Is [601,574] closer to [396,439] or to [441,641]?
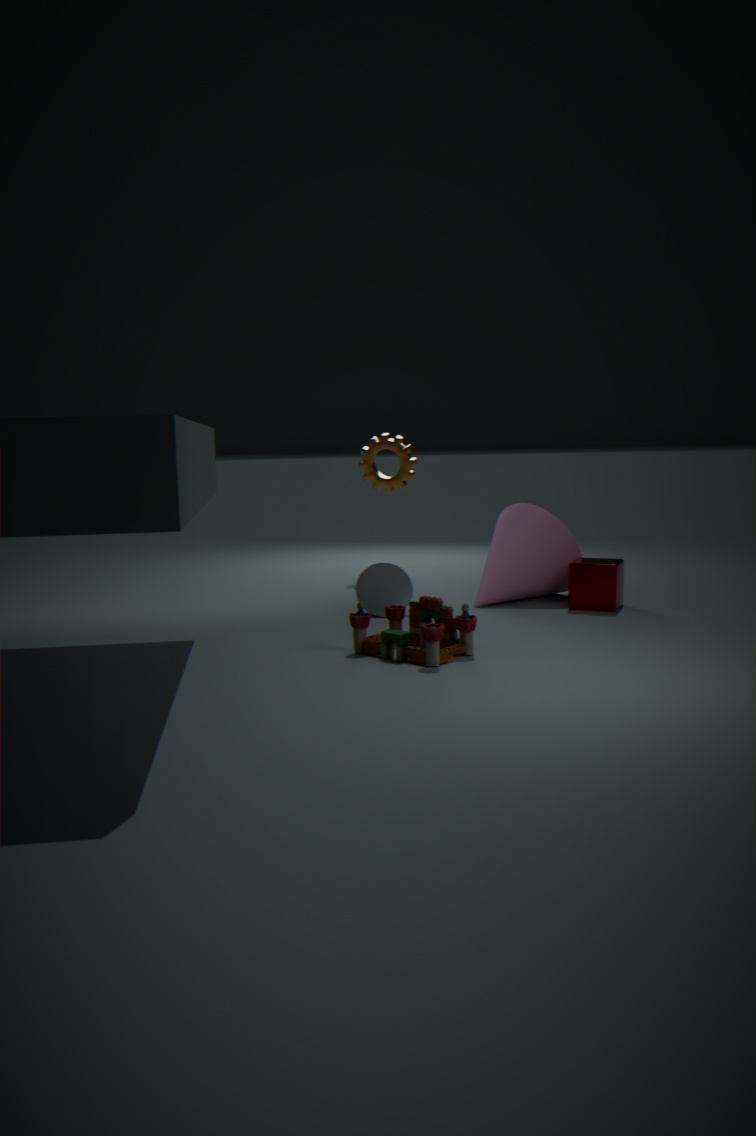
[441,641]
